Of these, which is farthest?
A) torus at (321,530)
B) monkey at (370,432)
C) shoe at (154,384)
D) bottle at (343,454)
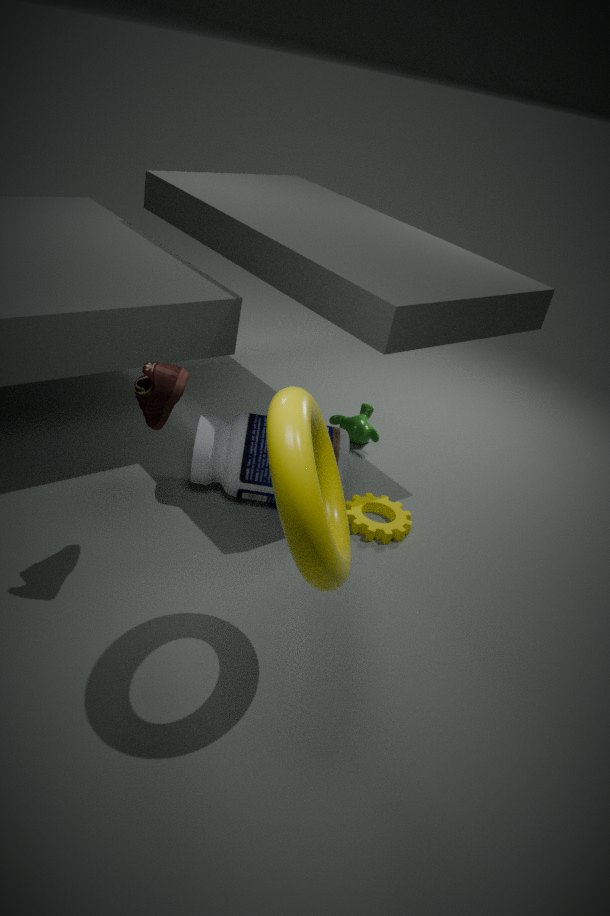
monkey at (370,432)
